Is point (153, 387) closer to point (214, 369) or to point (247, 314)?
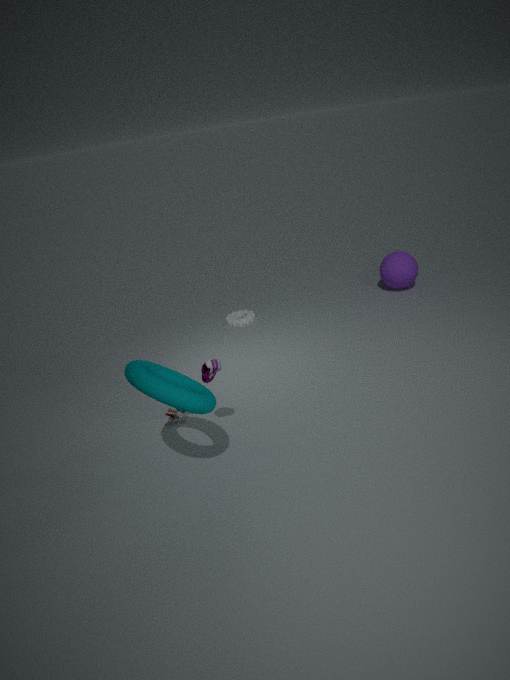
point (214, 369)
